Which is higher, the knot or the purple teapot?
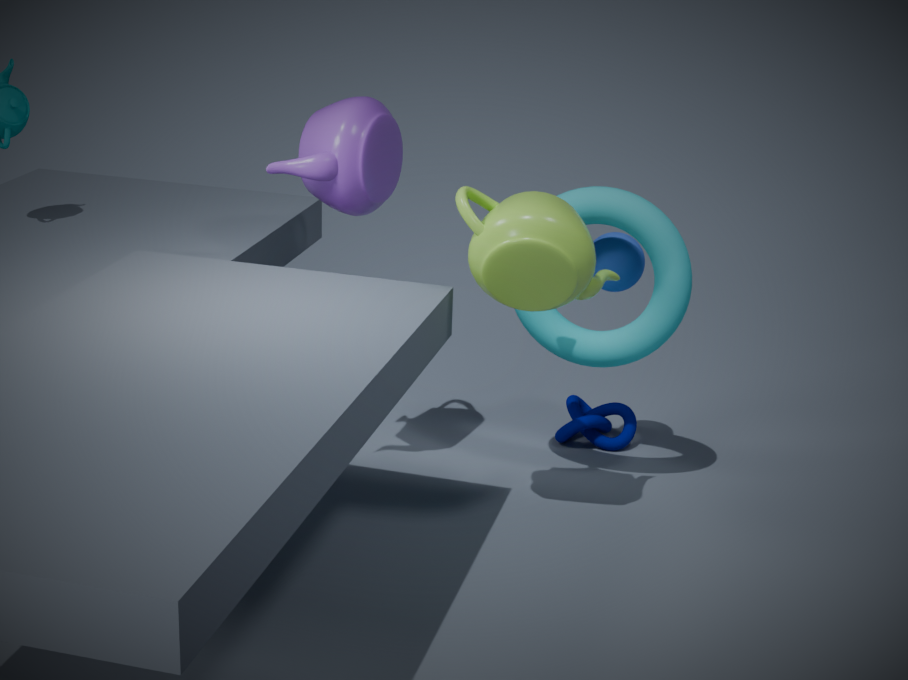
the purple teapot
